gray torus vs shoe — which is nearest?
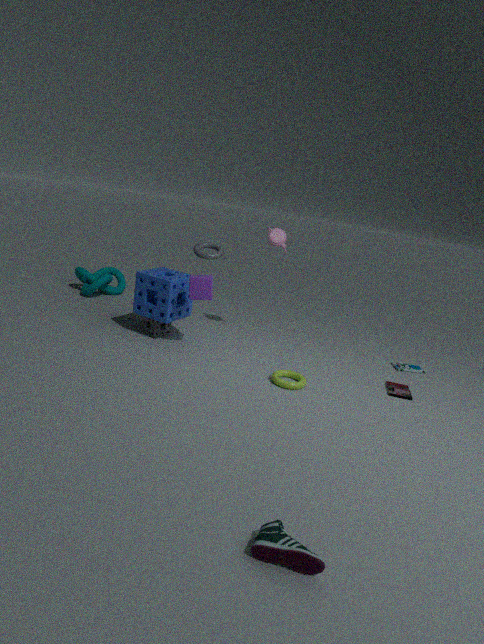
shoe
